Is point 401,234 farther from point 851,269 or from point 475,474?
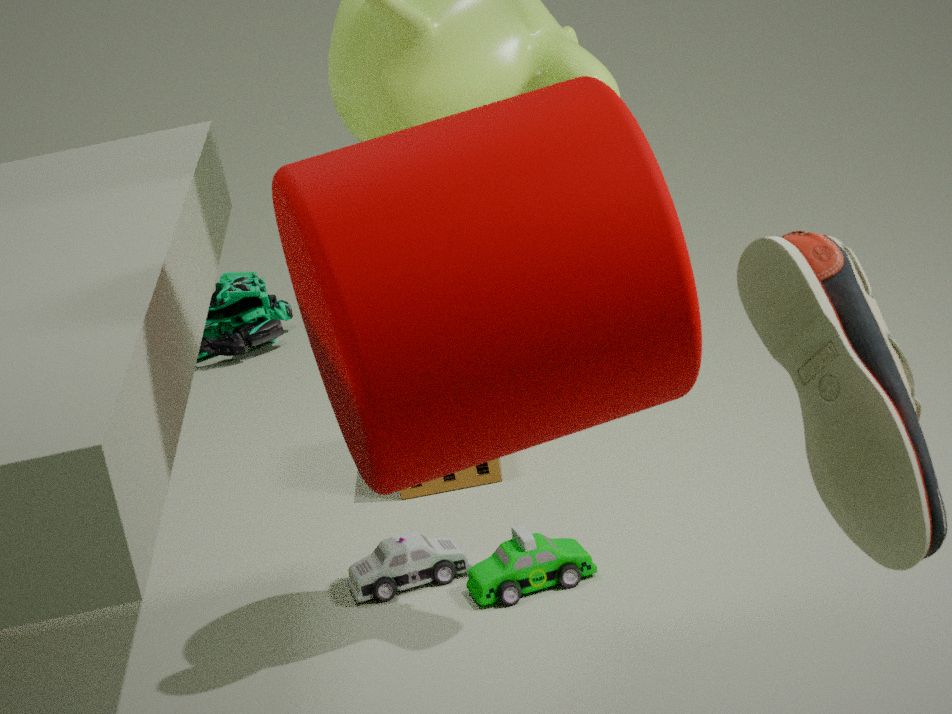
point 475,474
